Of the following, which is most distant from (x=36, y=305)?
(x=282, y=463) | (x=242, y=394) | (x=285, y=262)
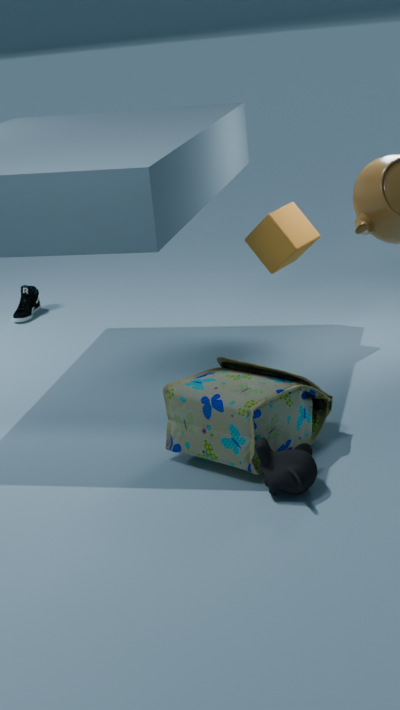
(x=282, y=463)
